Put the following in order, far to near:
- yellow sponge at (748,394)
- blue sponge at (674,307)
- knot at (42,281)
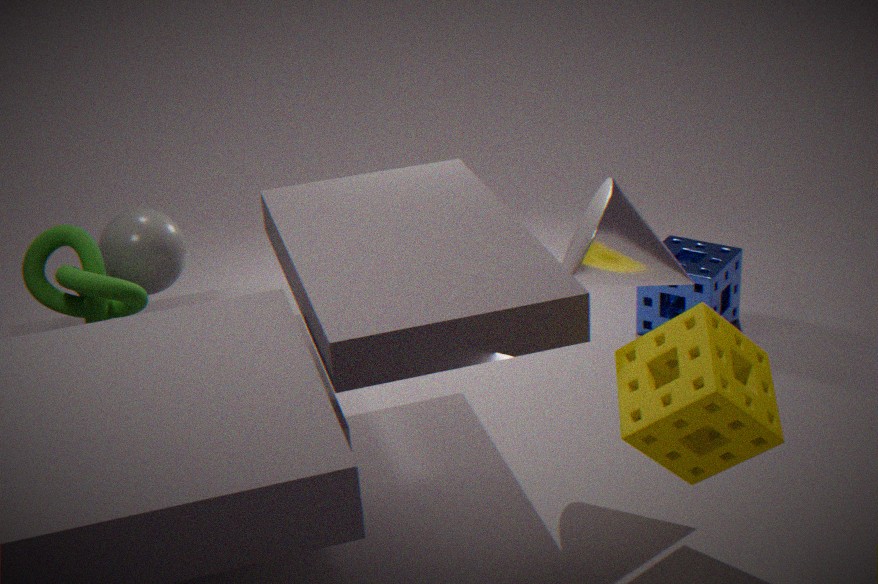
blue sponge at (674,307) → knot at (42,281) → yellow sponge at (748,394)
